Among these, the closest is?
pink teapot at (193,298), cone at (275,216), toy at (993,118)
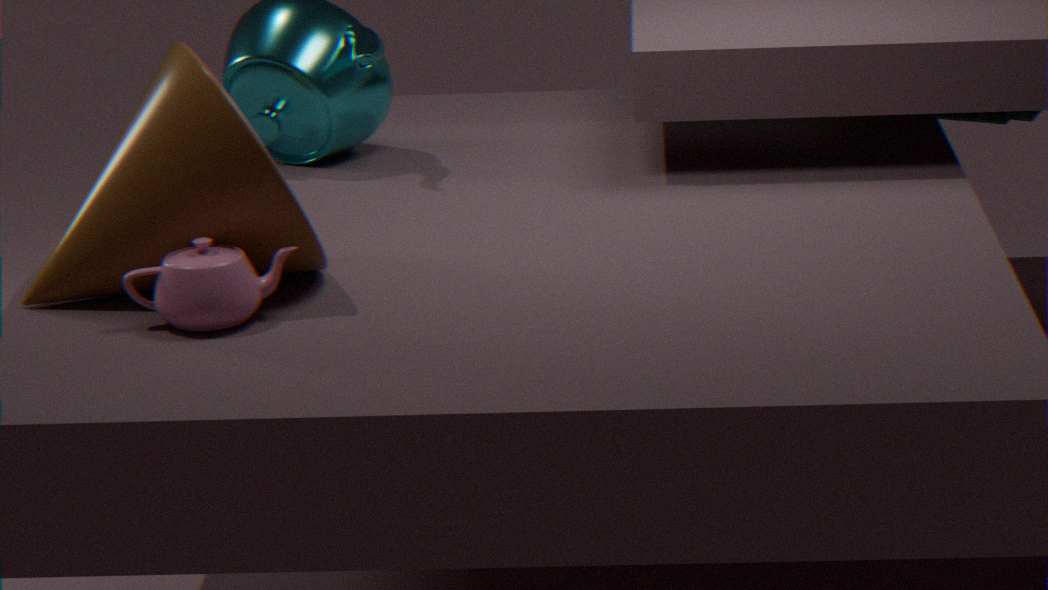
pink teapot at (193,298)
